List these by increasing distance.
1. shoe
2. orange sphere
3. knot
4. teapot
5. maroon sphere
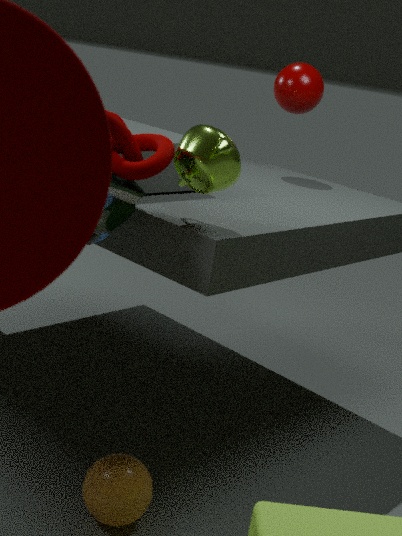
1. knot
2. shoe
3. teapot
4. orange sphere
5. maroon sphere
